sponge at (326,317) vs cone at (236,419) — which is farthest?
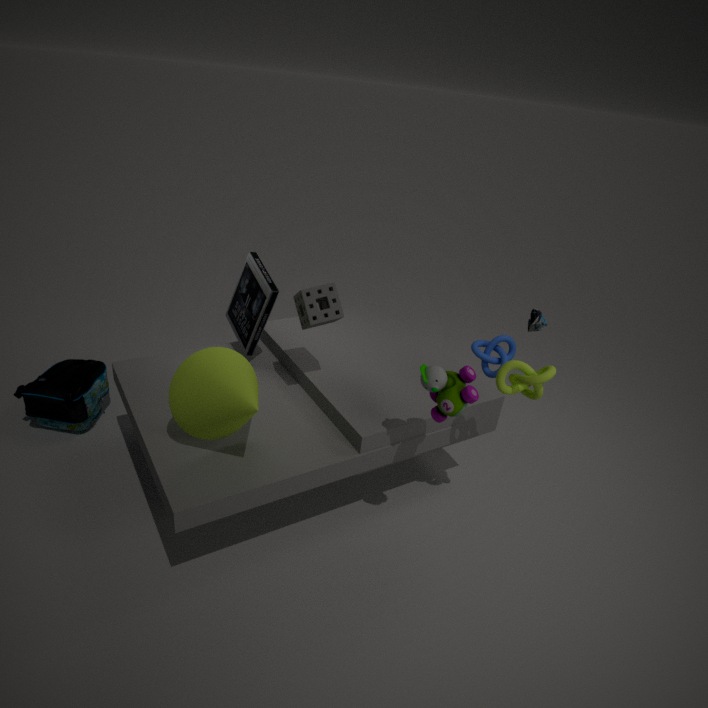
sponge at (326,317)
